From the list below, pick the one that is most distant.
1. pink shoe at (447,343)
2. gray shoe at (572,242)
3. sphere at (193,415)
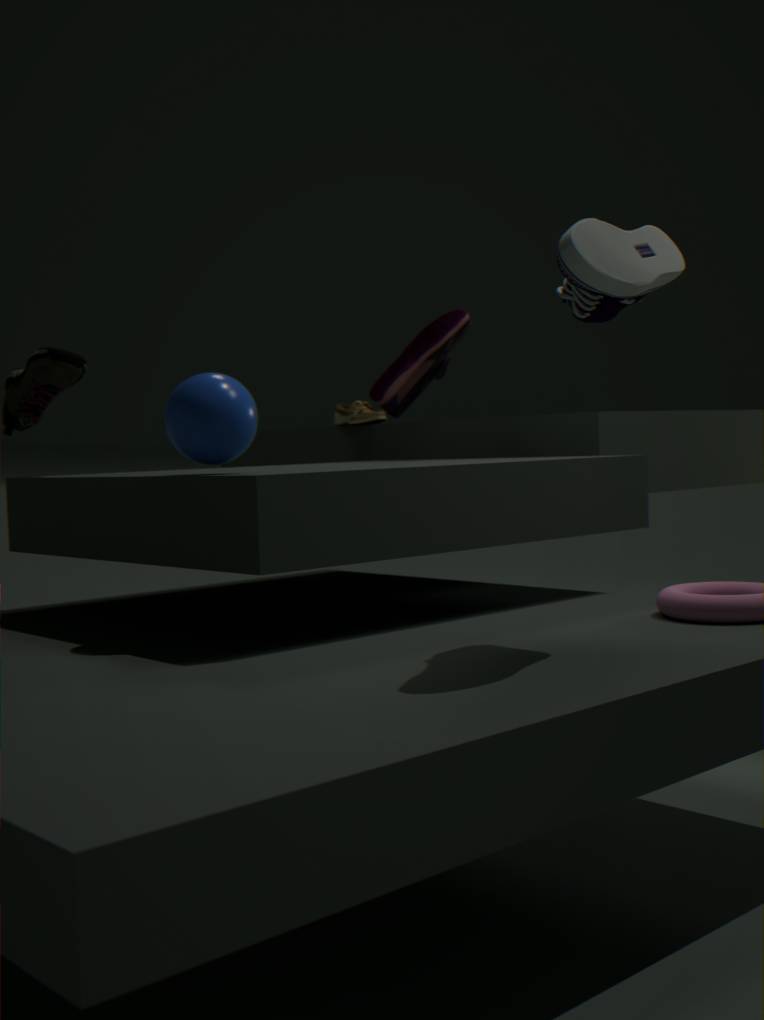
pink shoe at (447,343)
